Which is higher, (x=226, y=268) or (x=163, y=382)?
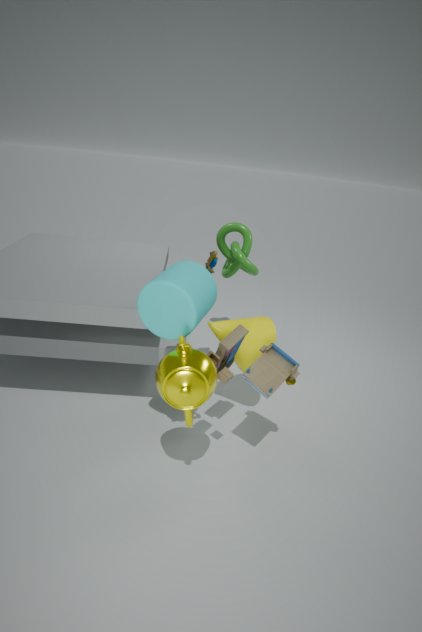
(x=226, y=268)
